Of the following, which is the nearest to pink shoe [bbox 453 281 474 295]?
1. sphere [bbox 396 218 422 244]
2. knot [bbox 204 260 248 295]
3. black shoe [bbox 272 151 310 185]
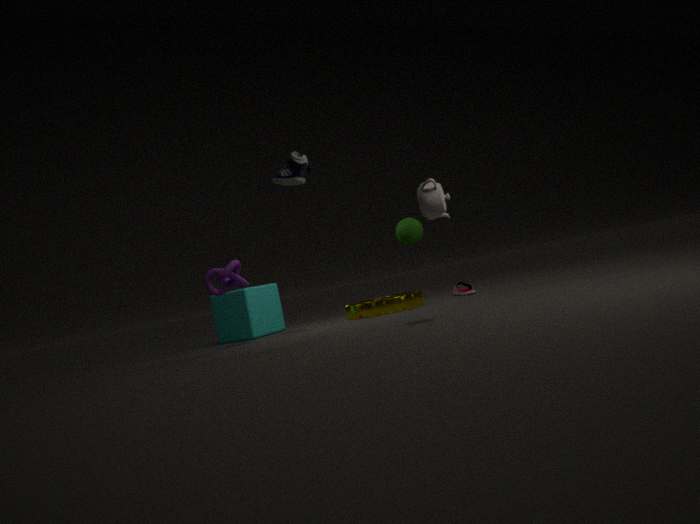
sphere [bbox 396 218 422 244]
